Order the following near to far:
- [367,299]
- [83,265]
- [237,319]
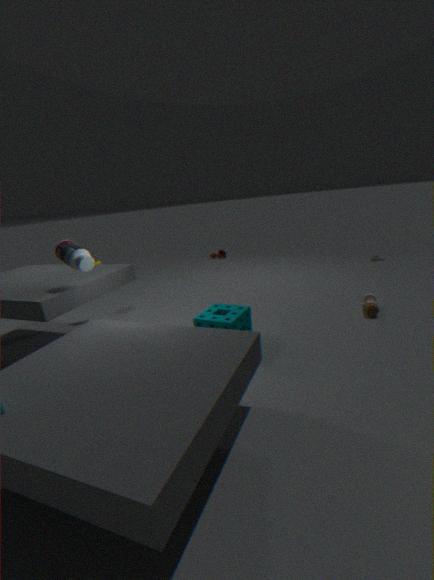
[83,265] < [237,319] < [367,299]
